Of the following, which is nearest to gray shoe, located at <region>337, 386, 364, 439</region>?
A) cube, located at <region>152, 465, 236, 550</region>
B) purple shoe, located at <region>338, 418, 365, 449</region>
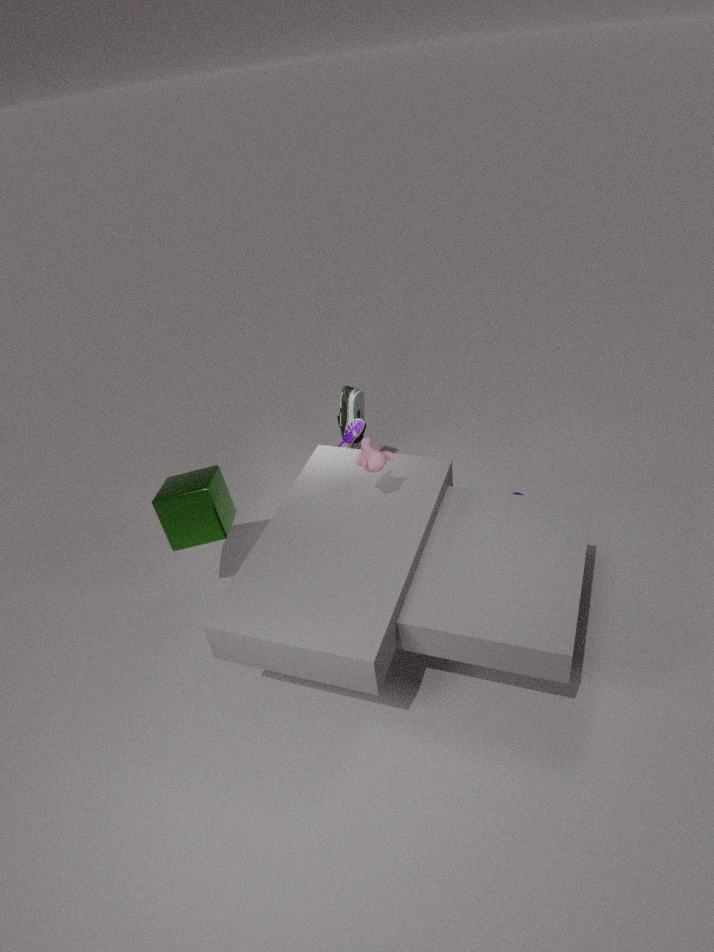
purple shoe, located at <region>338, 418, 365, 449</region>
